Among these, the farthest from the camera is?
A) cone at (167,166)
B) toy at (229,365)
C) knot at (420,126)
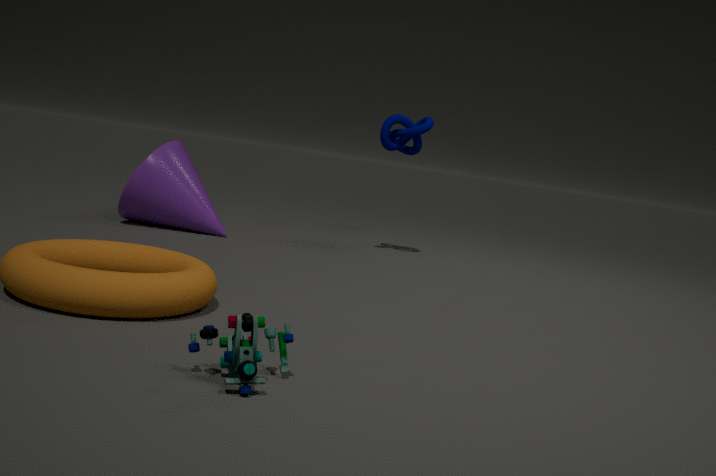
knot at (420,126)
